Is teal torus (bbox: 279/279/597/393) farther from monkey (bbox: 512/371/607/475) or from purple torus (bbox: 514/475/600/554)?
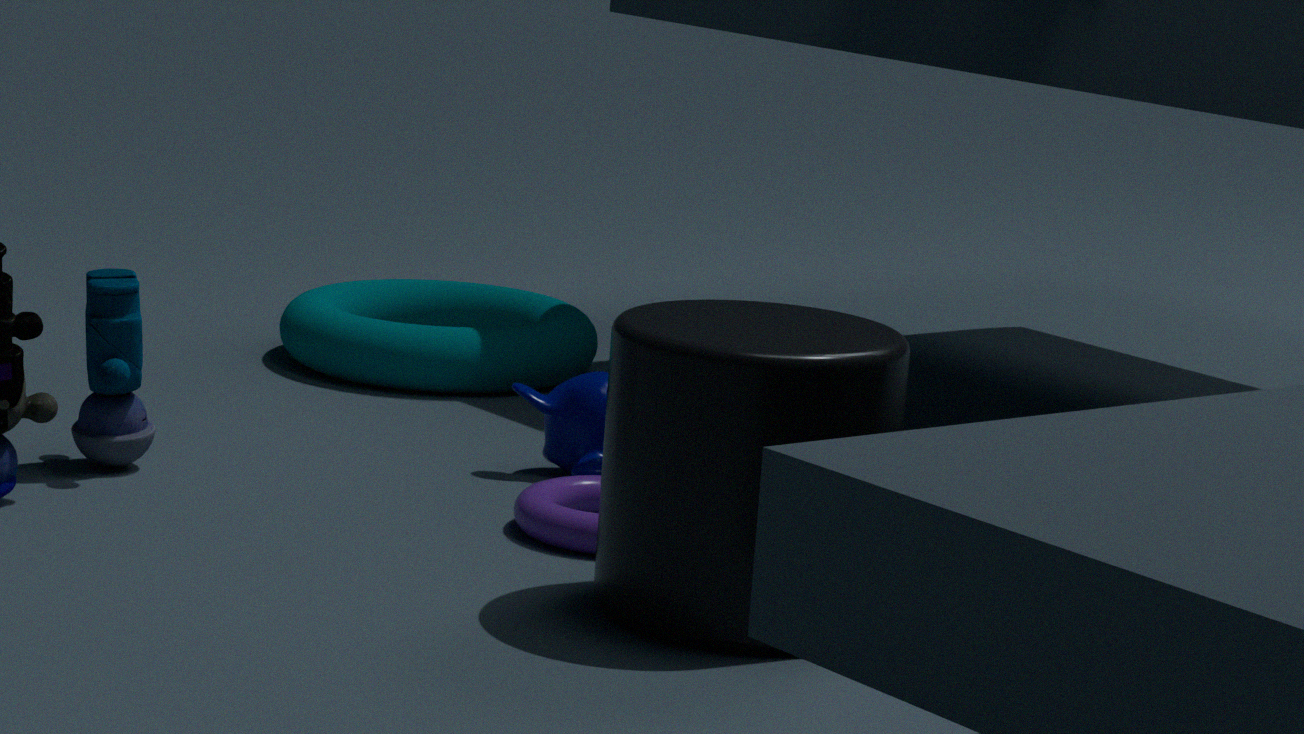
purple torus (bbox: 514/475/600/554)
